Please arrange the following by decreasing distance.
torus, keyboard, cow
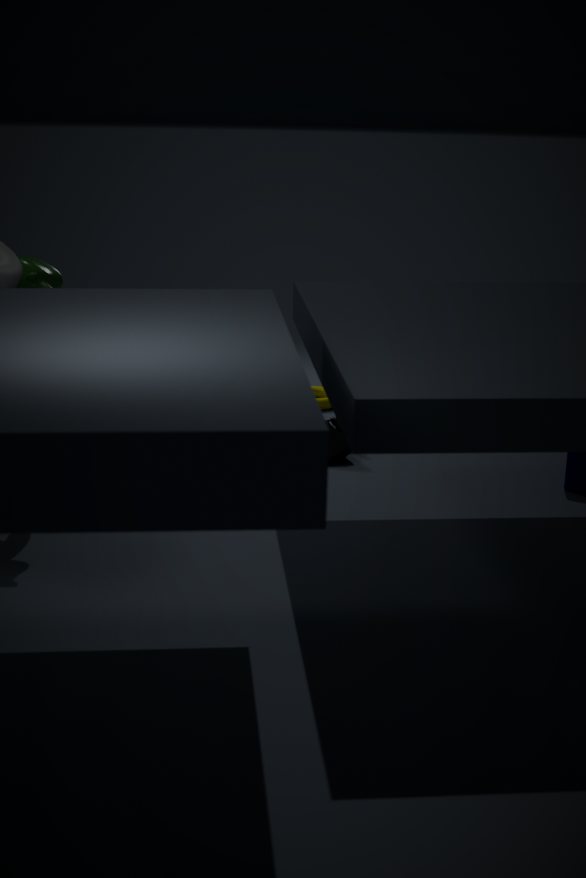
torus → keyboard → cow
